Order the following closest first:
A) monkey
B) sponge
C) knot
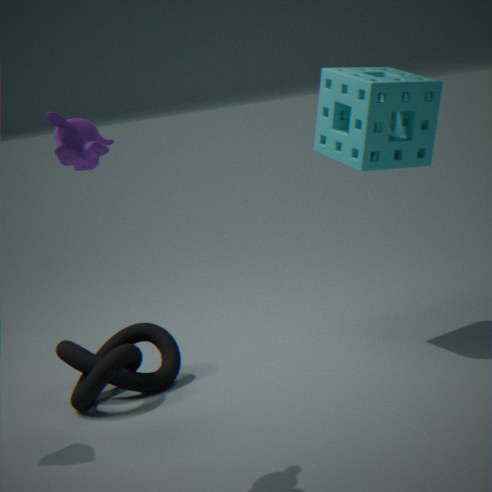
monkey → knot → sponge
